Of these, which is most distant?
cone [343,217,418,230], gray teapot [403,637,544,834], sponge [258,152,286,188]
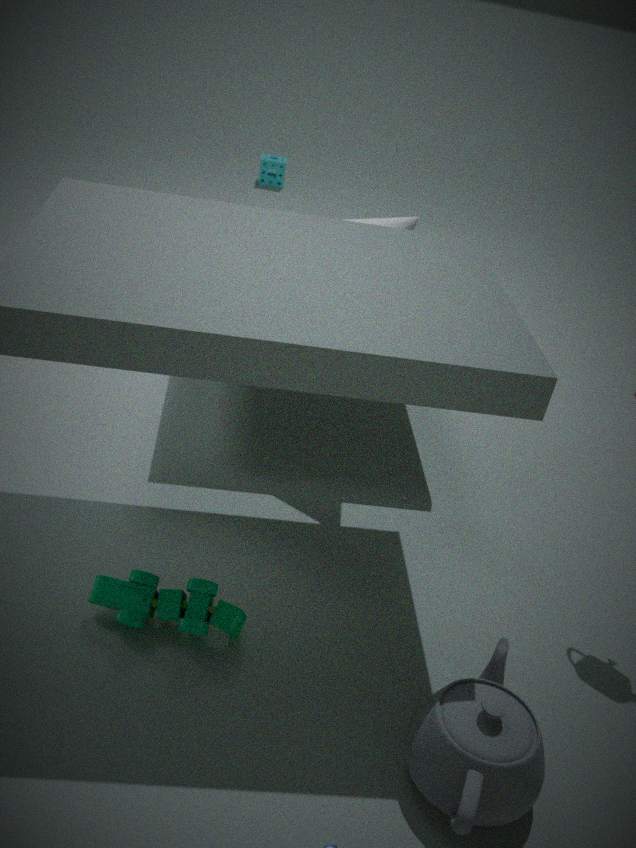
sponge [258,152,286,188]
